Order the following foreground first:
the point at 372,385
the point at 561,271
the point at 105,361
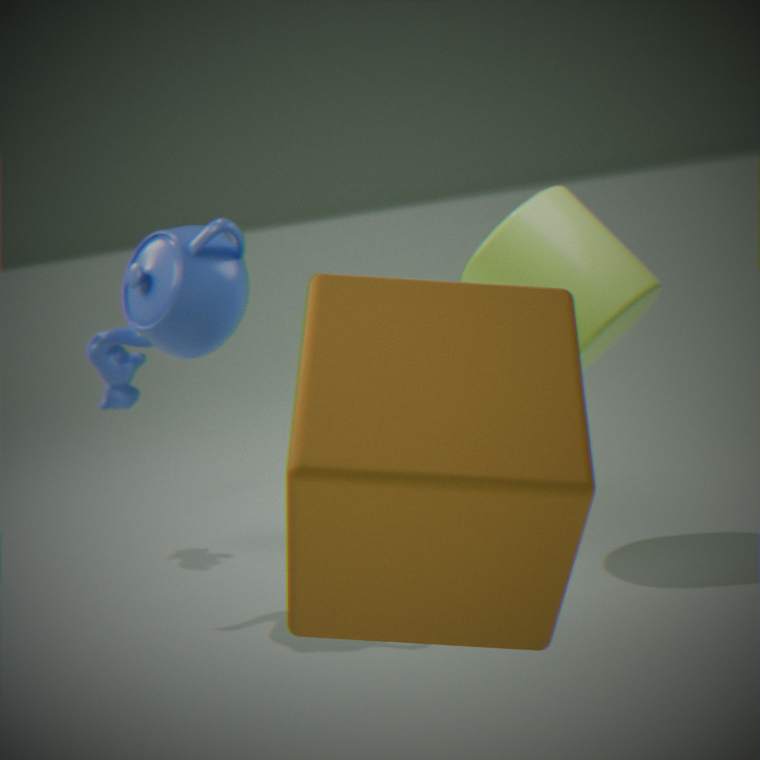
the point at 372,385, the point at 561,271, the point at 105,361
